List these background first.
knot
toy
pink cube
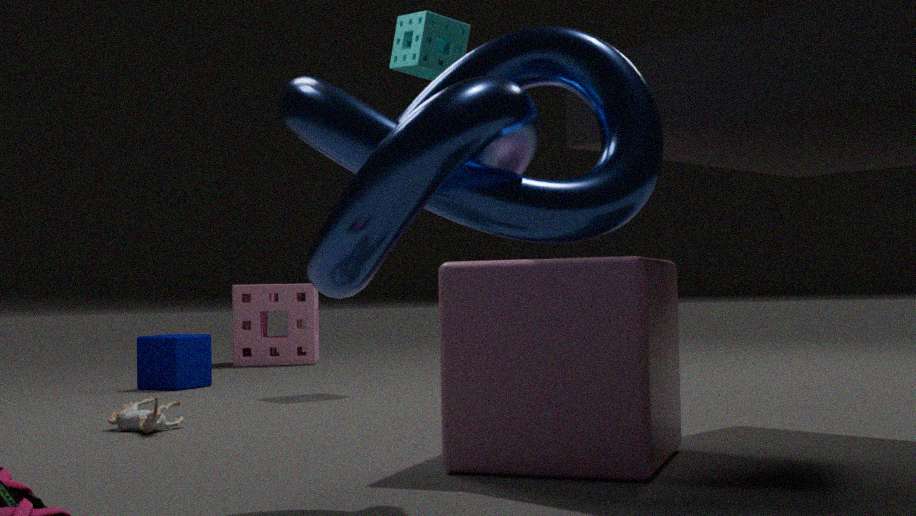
toy → pink cube → knot
